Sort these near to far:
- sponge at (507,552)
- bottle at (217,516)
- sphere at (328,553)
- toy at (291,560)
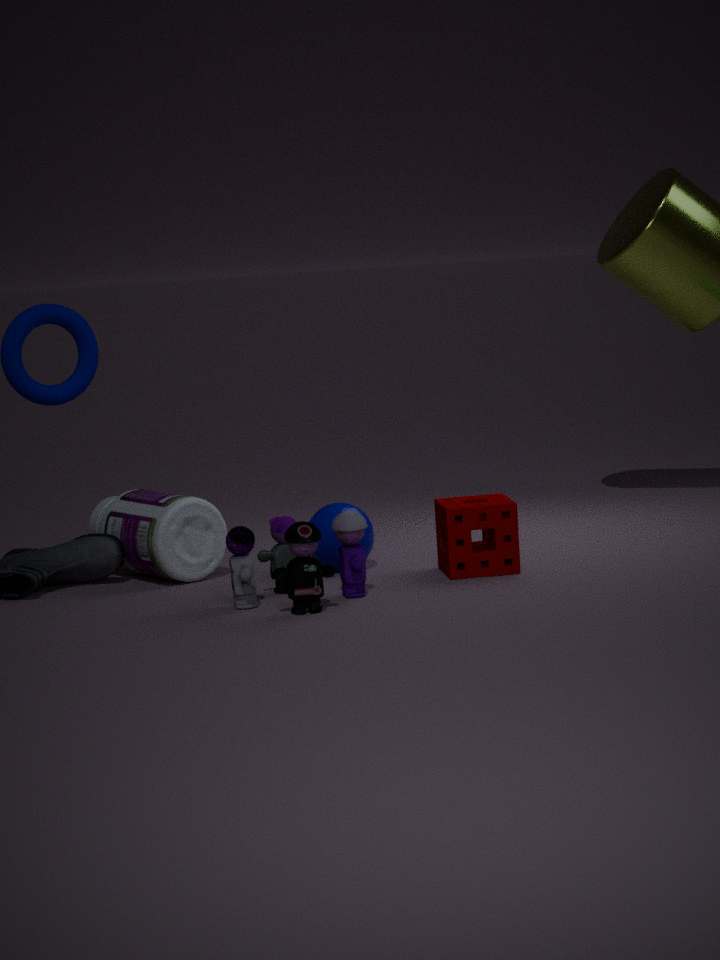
1. toy at (291,560)
2. sponge at (507,552)
3. bottle at (217,516)
4. sphere at (328,553)
